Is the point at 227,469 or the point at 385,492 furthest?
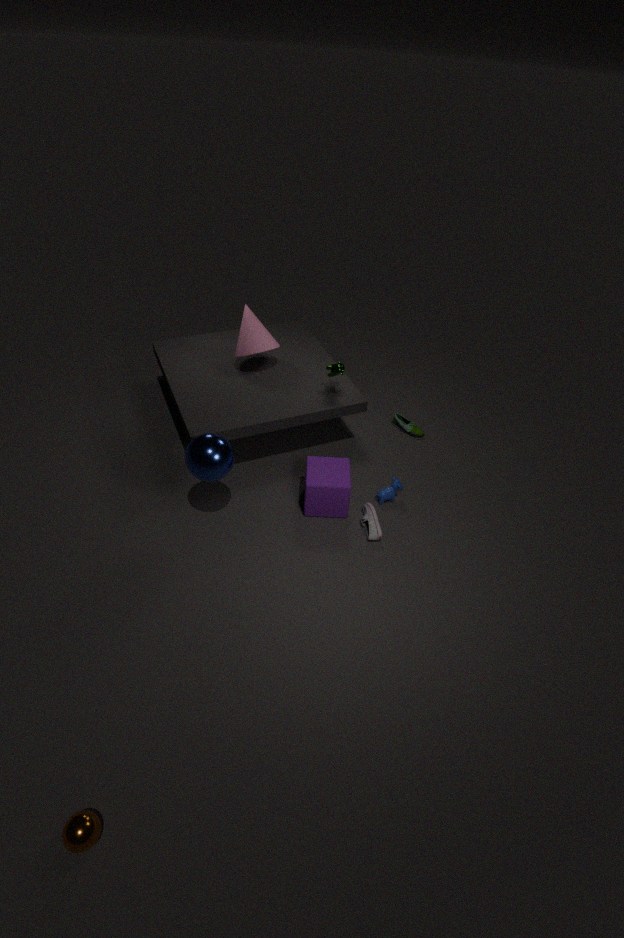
the point at 385,492
